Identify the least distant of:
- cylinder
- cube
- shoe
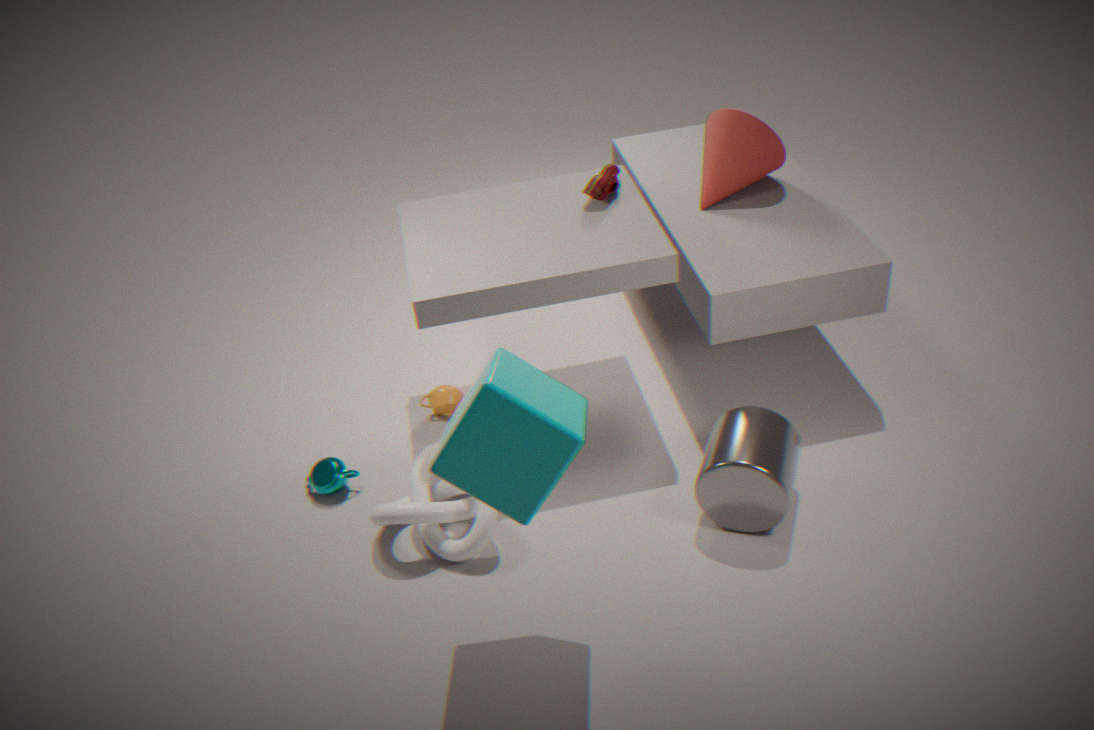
cube
